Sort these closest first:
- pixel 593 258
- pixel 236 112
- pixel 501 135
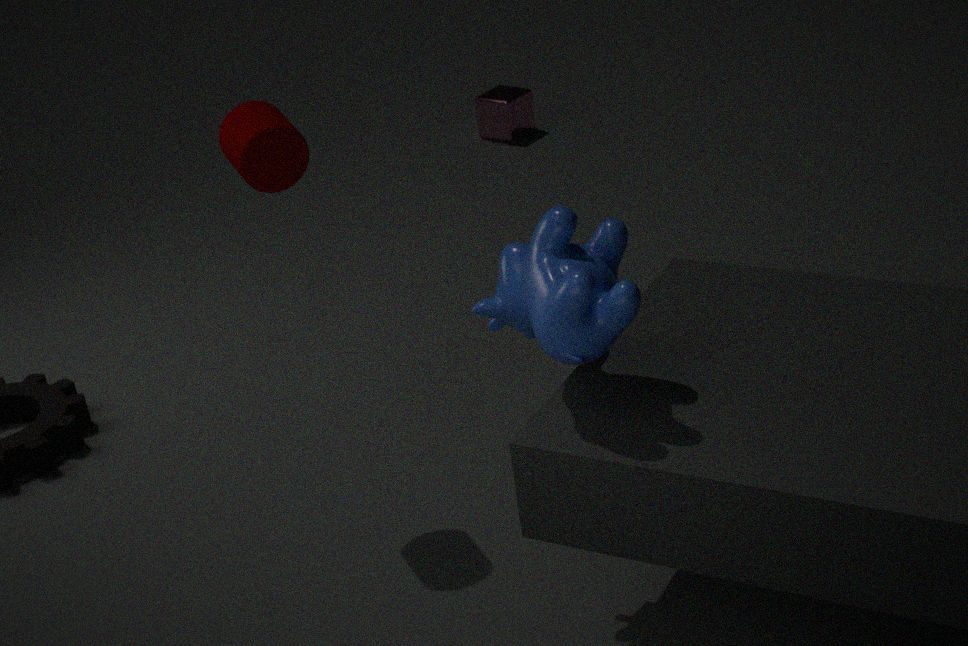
pixel 593 258
pixel 236 112
pixel 501 135
